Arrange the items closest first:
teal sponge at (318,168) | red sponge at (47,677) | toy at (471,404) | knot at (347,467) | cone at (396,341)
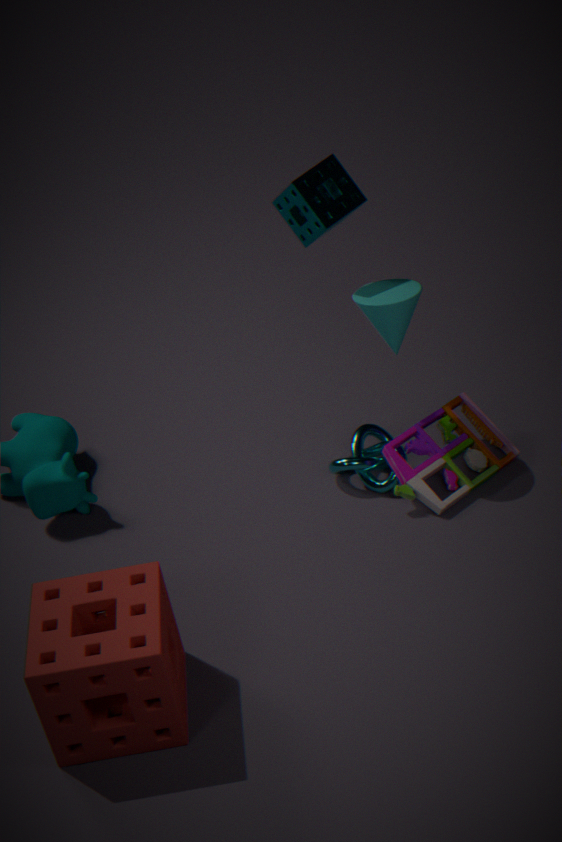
red sponge at (47,677), cone at (396,341), teal sponge at (318,168), toy at (471,404), knot at (347,467)
